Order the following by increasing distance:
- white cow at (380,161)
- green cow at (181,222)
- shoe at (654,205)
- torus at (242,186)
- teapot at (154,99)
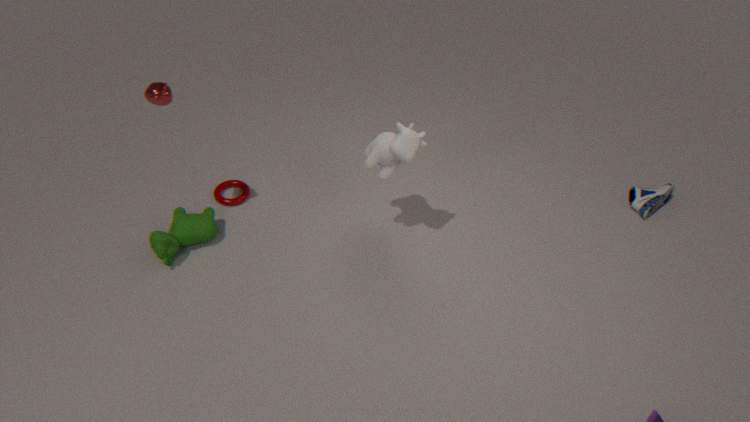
teapot at (154,99) < white cow at (380,161) < green cow at (181,222) < shoe at (654,205) < torus at (242,186)
